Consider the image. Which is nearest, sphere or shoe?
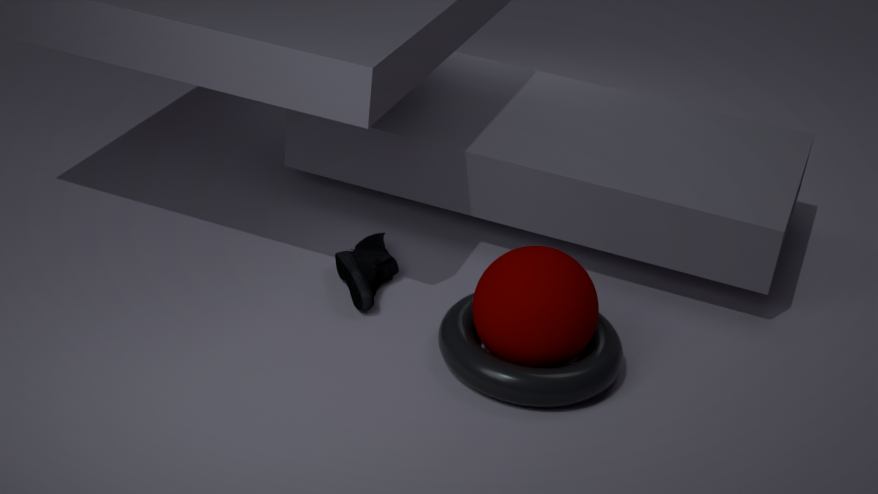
sphere
